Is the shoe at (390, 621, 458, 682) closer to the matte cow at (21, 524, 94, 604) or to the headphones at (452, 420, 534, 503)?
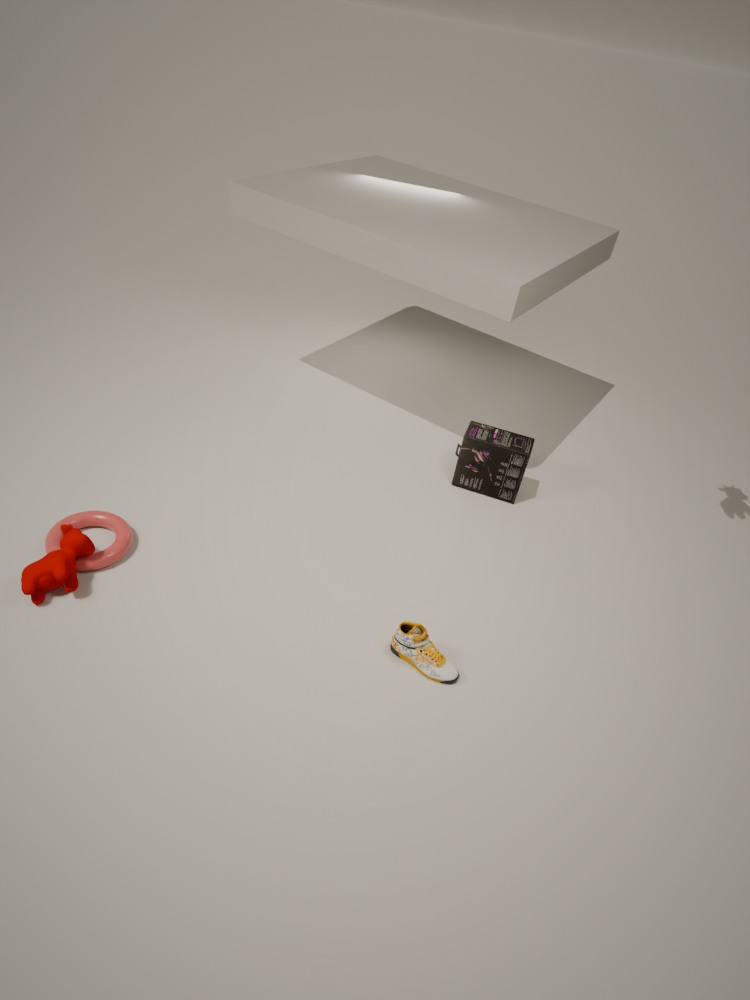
the headphones at (452, 420, 534, 503)
